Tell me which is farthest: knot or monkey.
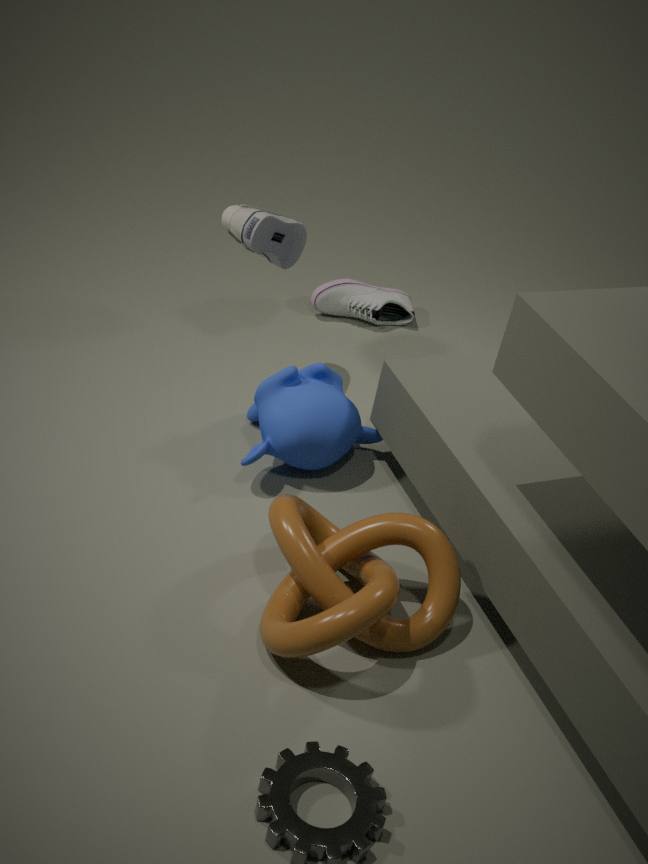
monkey
